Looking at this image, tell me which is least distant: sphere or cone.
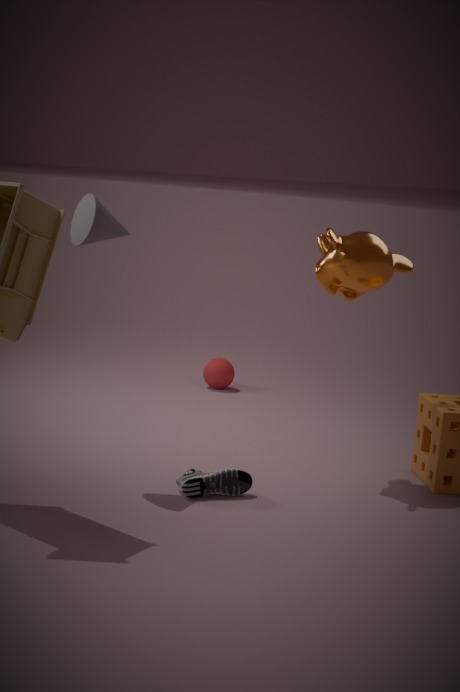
cone
